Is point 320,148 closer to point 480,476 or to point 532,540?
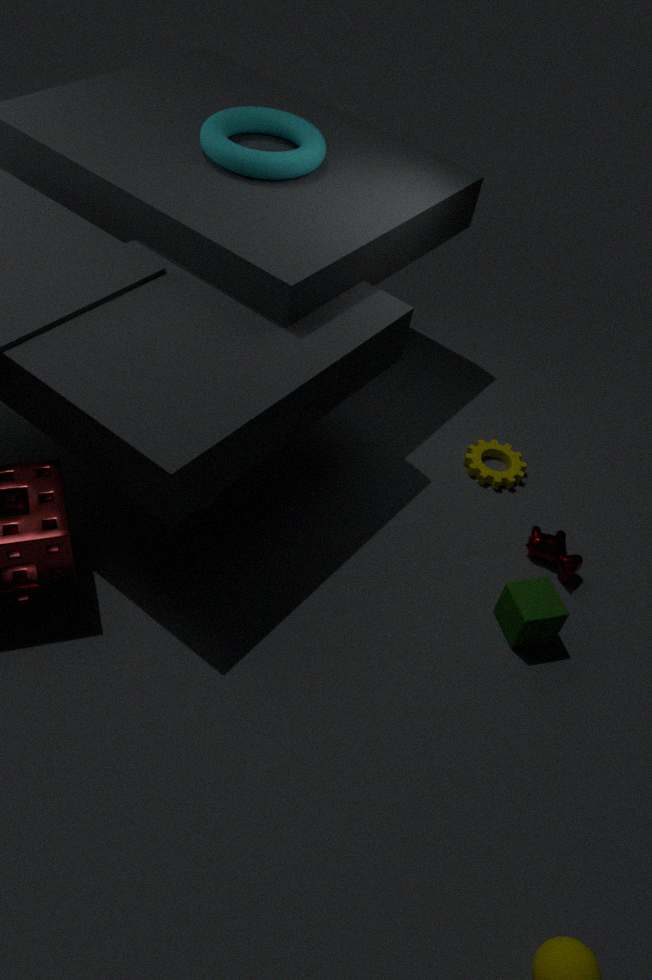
point 480,476
